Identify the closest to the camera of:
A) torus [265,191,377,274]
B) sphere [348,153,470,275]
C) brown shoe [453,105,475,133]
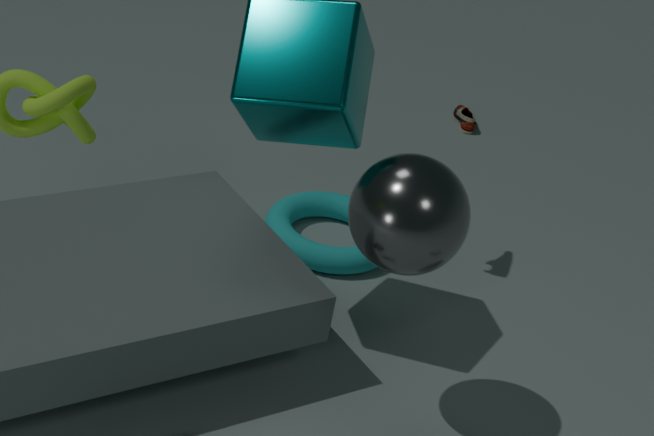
sphere [348,153,470,275]
